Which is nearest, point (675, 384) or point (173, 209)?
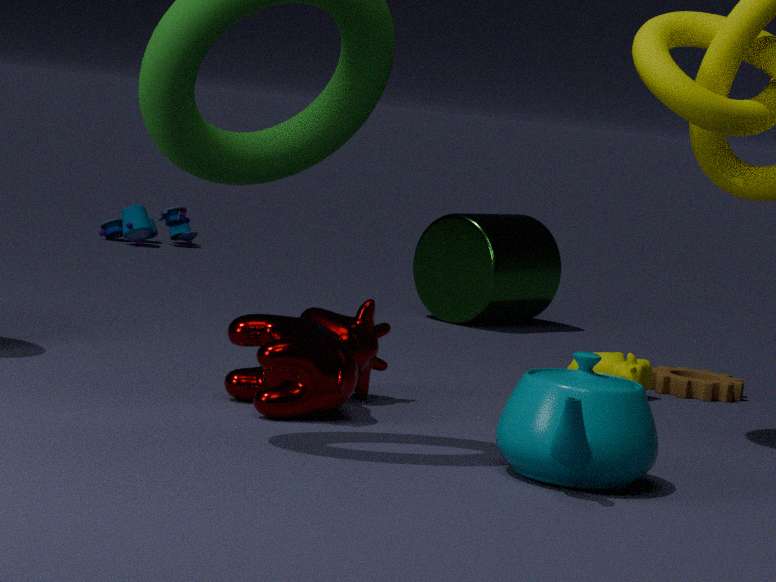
point (675, 384)
